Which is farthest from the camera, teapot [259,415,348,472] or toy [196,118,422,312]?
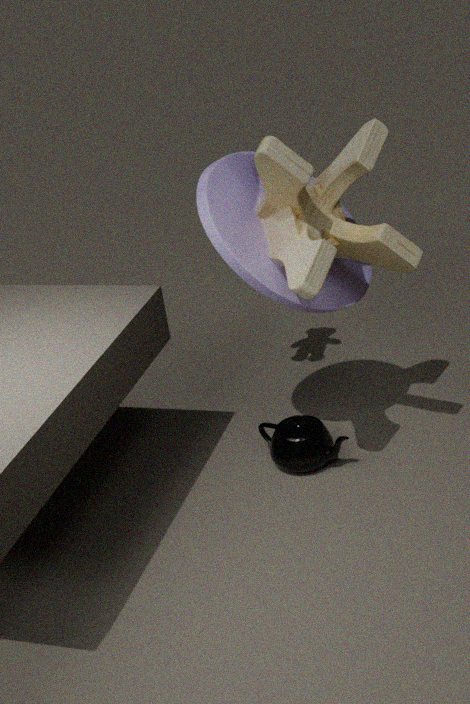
teapot [259,415,348,472]
